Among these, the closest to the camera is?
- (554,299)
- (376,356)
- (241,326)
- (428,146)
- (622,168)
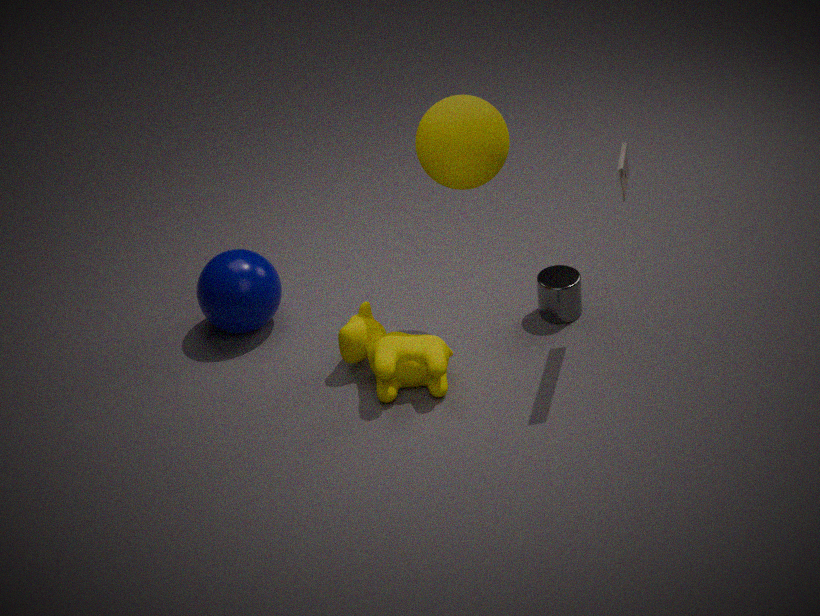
(622,168)
